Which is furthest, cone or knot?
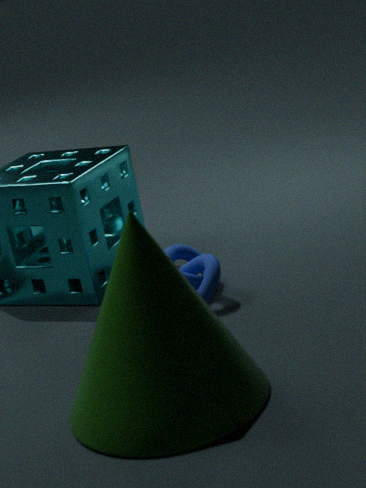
knot
